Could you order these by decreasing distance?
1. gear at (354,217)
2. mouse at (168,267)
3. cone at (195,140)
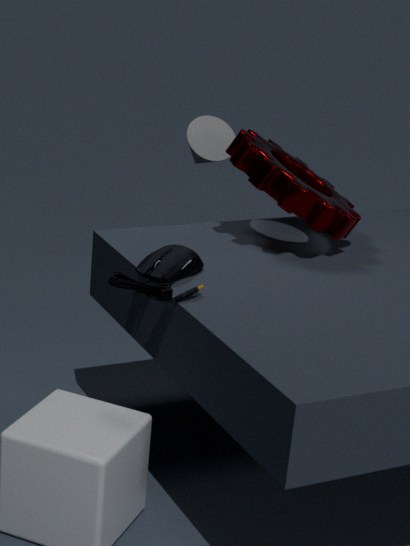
1. cone at (195,140)
2. gear at (354,217)
3. mouse at (168,267)
